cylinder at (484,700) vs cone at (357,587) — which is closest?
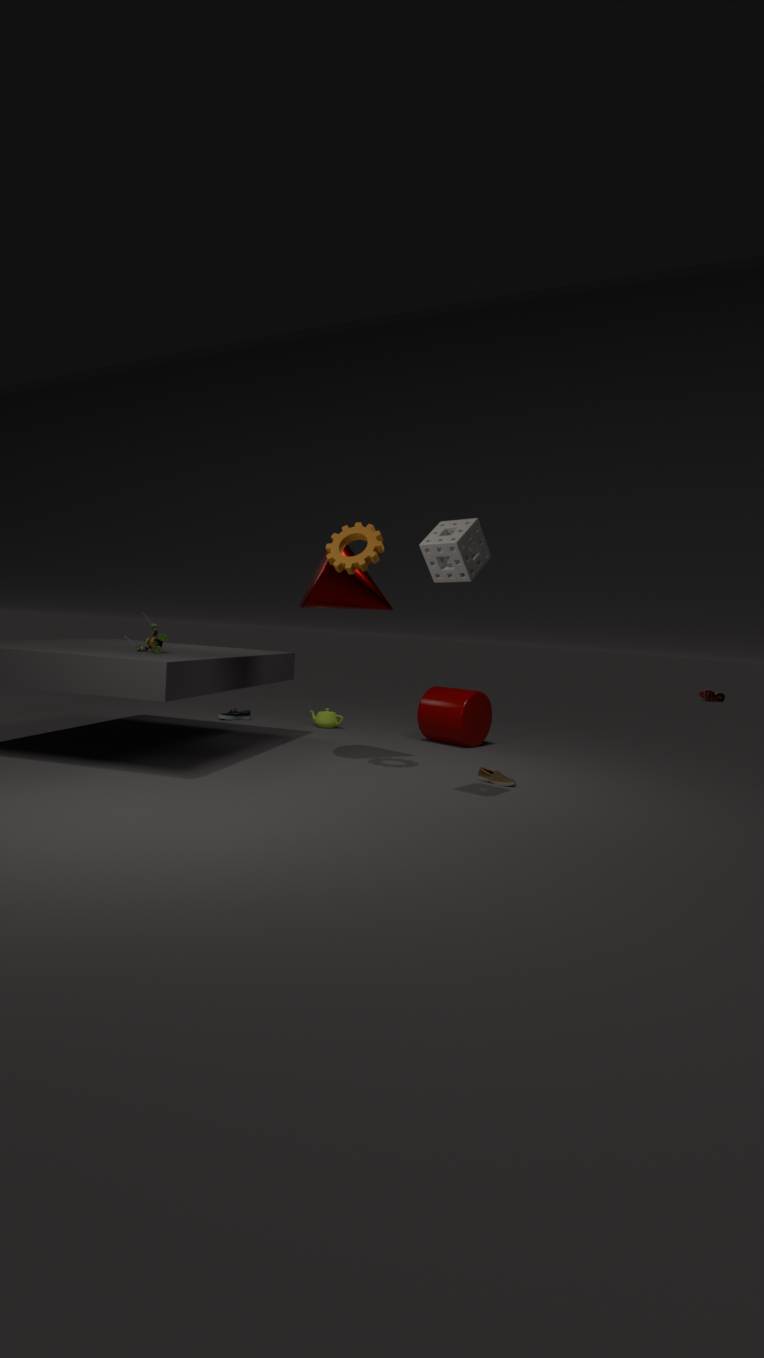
cone at (357,587)
